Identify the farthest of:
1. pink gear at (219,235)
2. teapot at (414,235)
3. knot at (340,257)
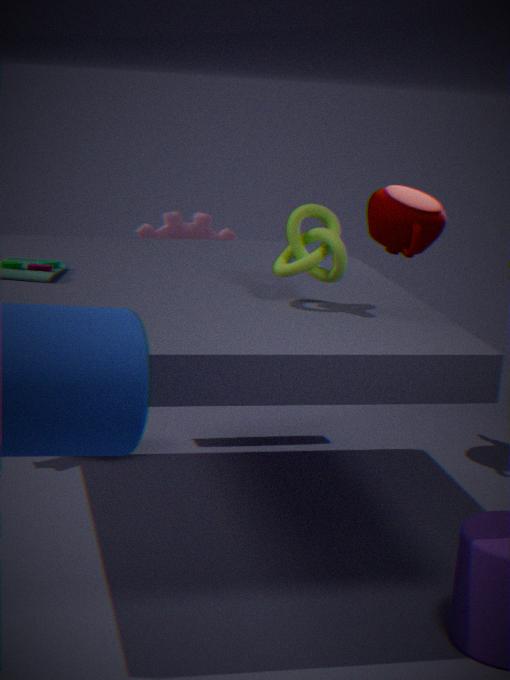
pink gear at (219,235)
